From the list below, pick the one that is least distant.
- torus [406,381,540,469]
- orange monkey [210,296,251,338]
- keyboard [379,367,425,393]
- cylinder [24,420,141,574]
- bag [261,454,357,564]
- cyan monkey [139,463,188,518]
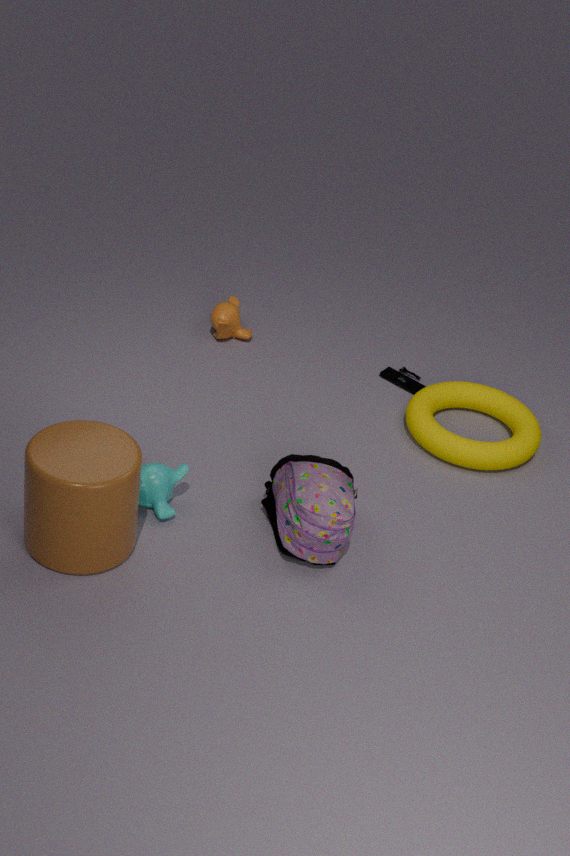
cylinder [24,420,141,574]
